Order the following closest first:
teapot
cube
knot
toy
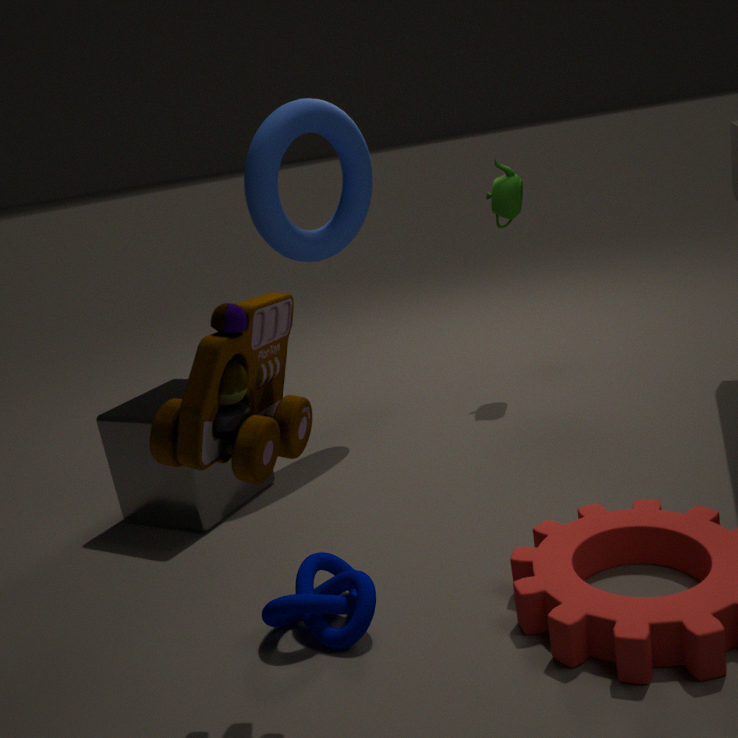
toy, knot, cube, teapot
